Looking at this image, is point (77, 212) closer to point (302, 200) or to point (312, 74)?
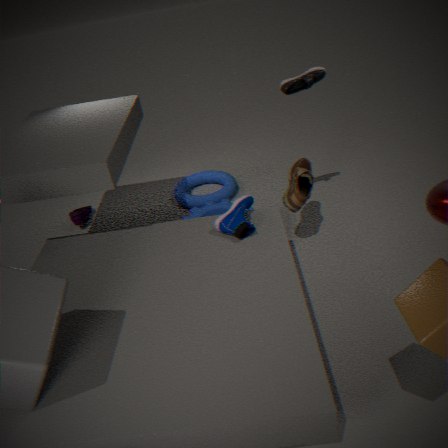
point (302, 200)
